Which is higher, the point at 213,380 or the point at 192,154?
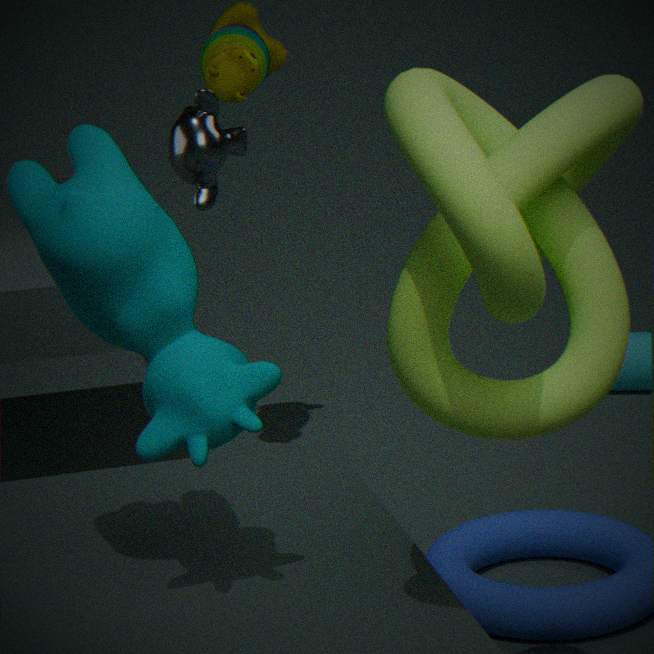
the point at 192,154
